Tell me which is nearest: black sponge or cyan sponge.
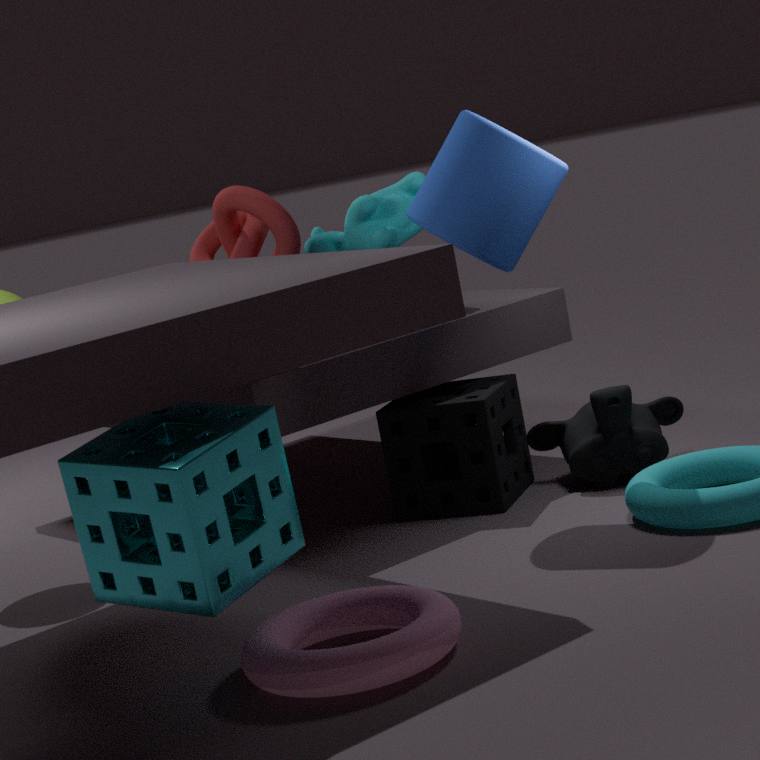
cyan sponge
